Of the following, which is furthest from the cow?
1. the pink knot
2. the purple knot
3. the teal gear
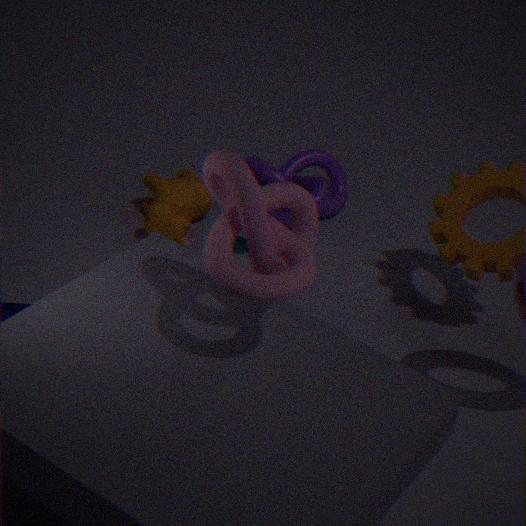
the pink knot
